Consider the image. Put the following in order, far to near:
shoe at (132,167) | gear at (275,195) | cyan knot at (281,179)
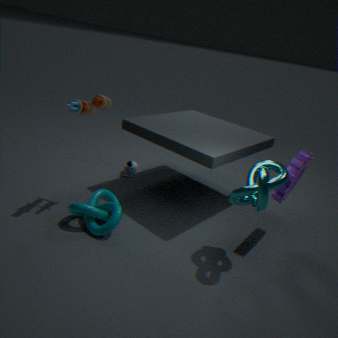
shoe at (132,167) → gear at (275,195) → cyan knot at (281,179)
